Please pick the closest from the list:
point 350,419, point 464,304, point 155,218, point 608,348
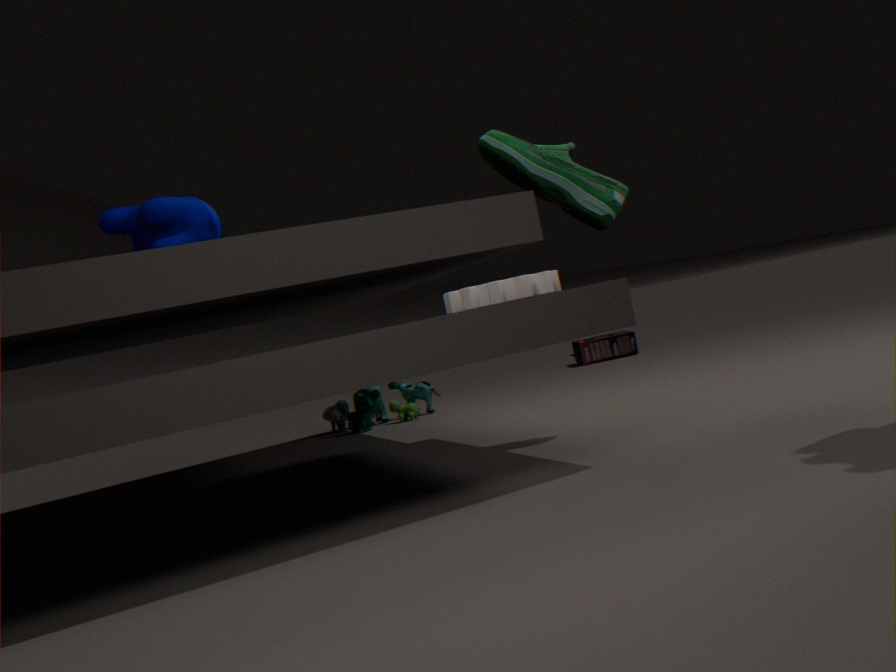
point 464,304
